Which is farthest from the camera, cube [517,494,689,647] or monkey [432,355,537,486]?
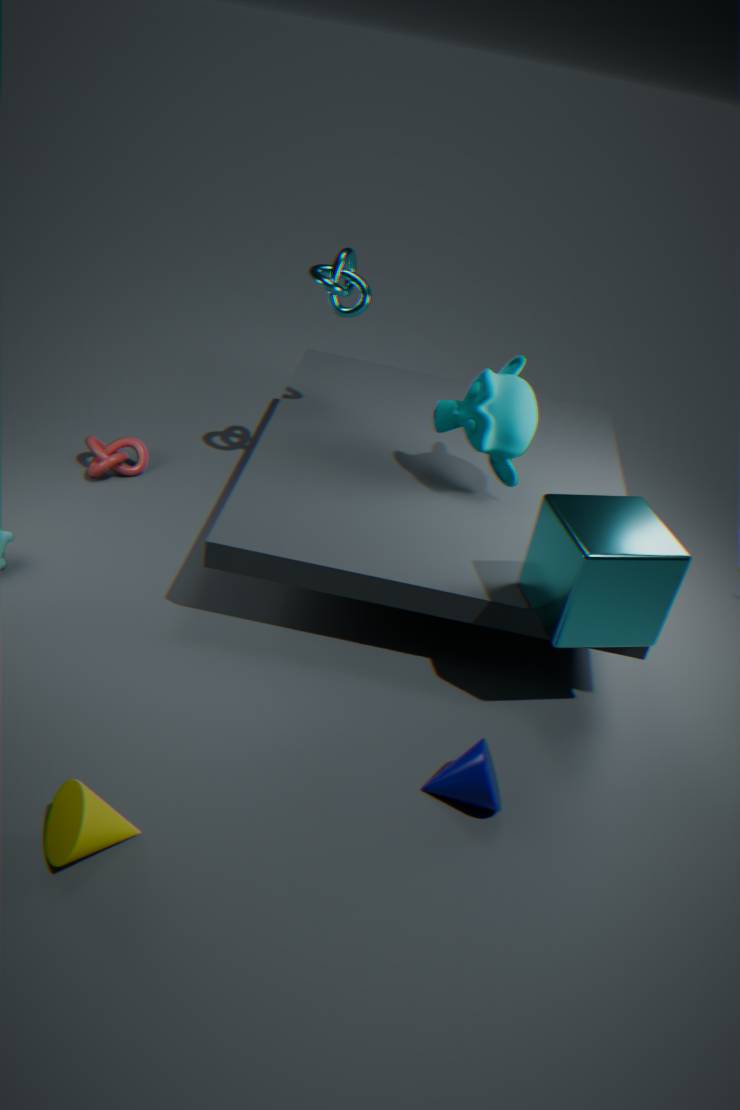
monkey [432,355,537,486]
